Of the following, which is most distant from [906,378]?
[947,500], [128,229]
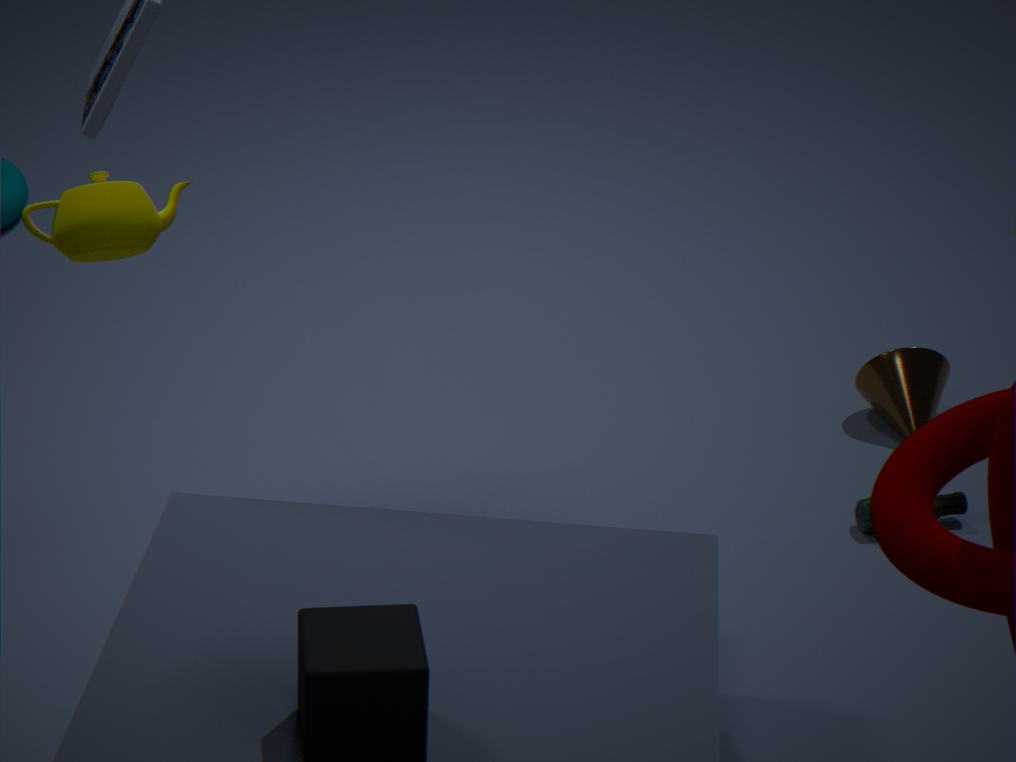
[128,229]
